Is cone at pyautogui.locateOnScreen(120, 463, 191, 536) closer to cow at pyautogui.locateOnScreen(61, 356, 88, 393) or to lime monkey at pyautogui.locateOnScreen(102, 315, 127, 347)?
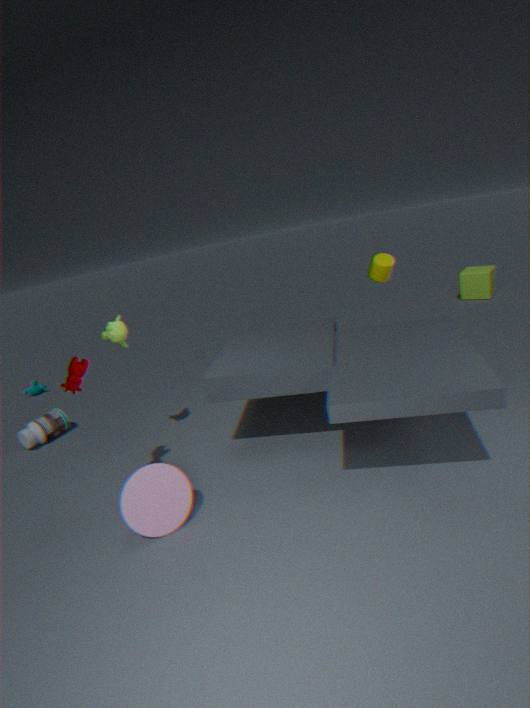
cow at pyautogui.locateOnScreen(61, 356, 88, 393)
